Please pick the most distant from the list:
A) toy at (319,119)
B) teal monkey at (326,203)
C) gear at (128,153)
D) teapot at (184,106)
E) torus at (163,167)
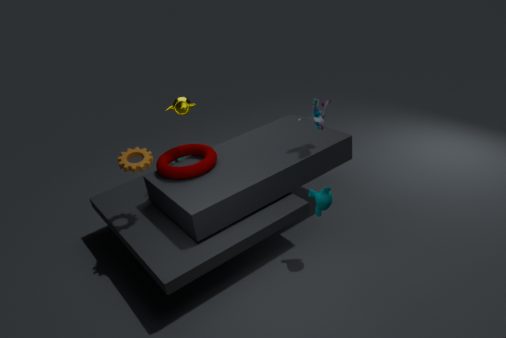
teapot at (184,106)
